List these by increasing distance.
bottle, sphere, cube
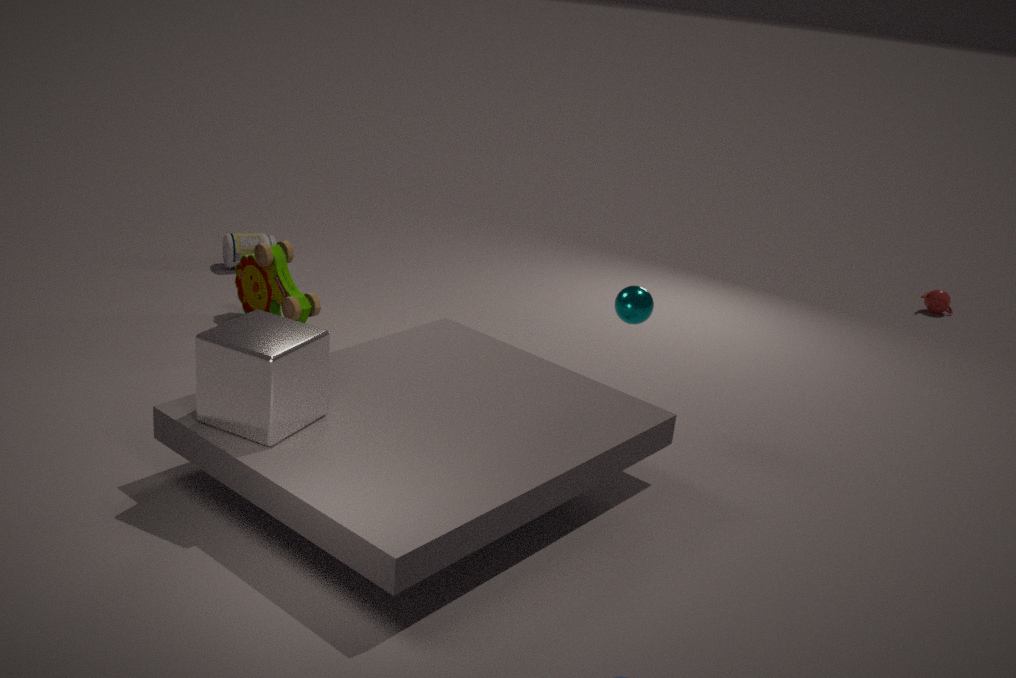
1. cube
2. sphere
3. bottle
